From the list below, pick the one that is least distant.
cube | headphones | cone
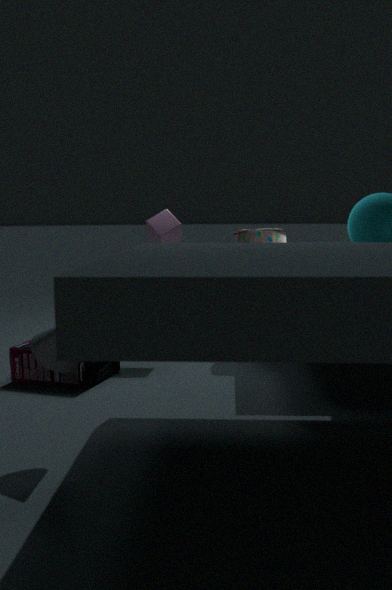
cone
